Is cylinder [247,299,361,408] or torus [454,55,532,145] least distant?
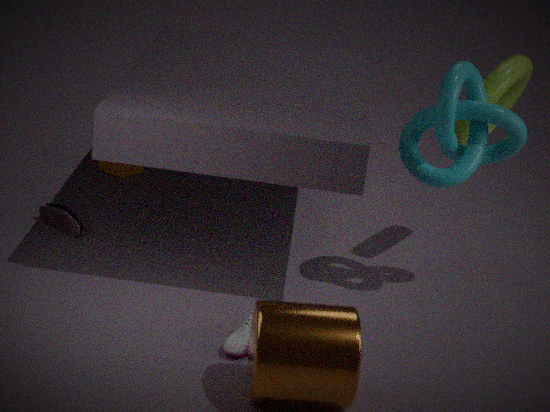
cylinder [247,299,361,408]
